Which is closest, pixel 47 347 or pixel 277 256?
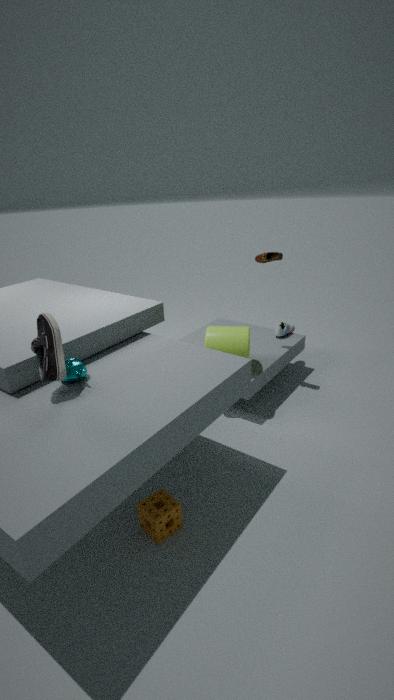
pixel 47 347
